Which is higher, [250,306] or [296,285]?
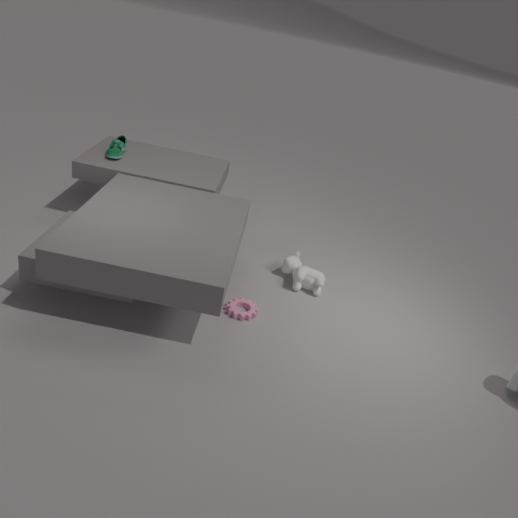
[296,285]
